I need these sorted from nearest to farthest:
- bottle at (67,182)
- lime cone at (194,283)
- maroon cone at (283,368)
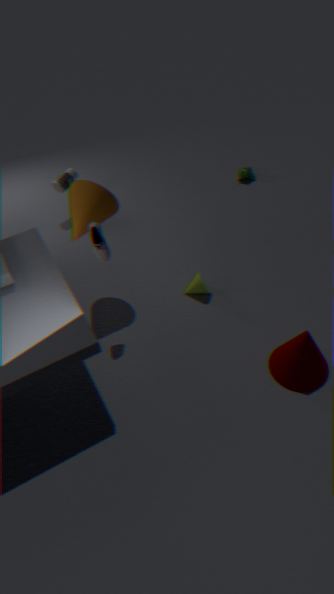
maroon cone at (283,368) → lime cone at (194,283) → bottle at (67,182)
